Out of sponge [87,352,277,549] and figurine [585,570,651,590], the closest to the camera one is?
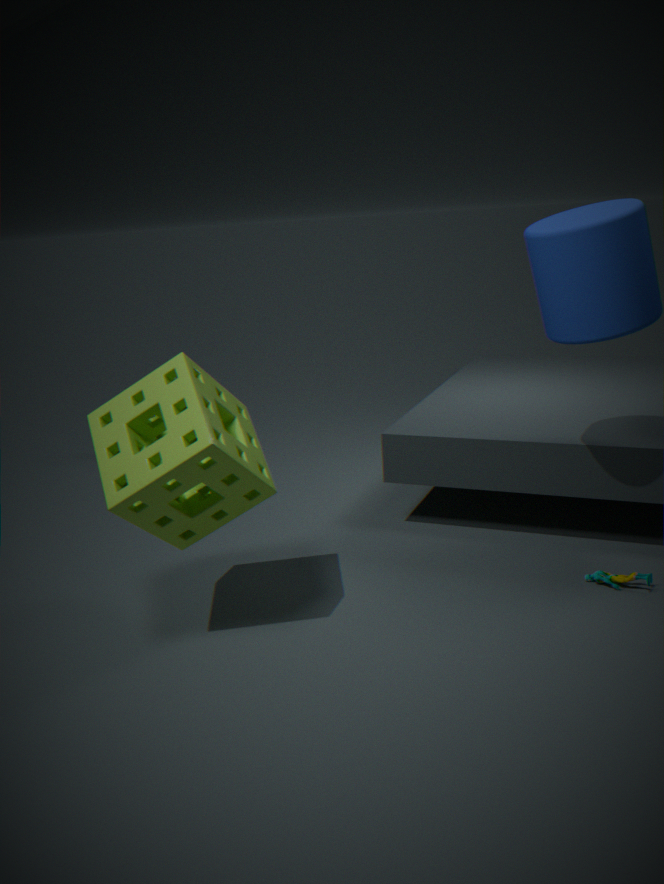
sponge [87,352,277,549]
